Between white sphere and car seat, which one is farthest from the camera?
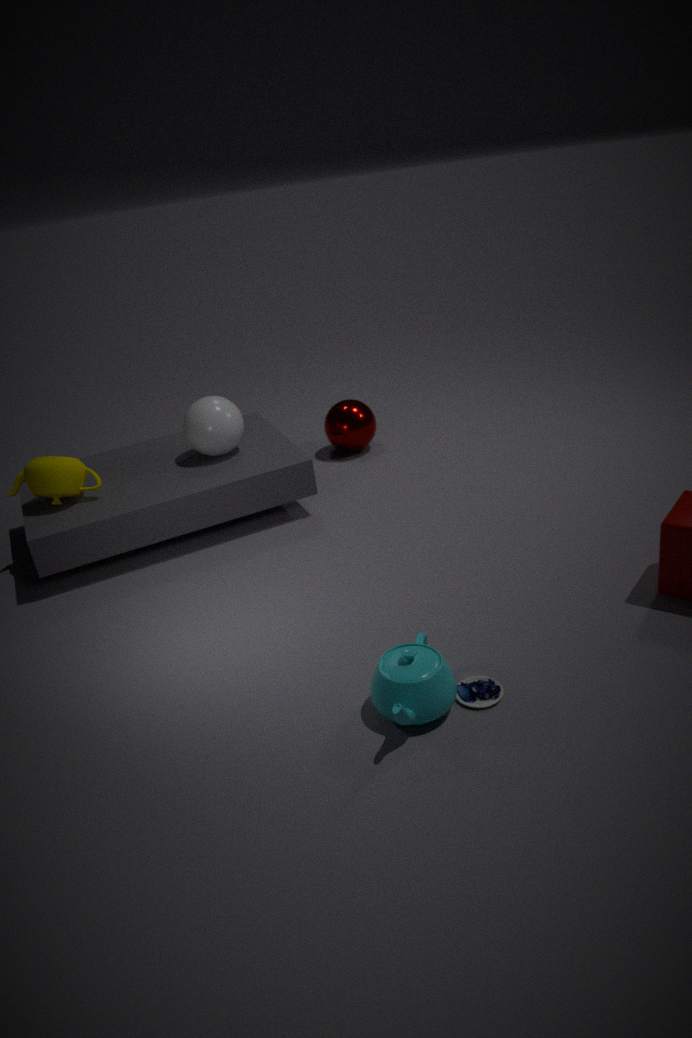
white sphere
